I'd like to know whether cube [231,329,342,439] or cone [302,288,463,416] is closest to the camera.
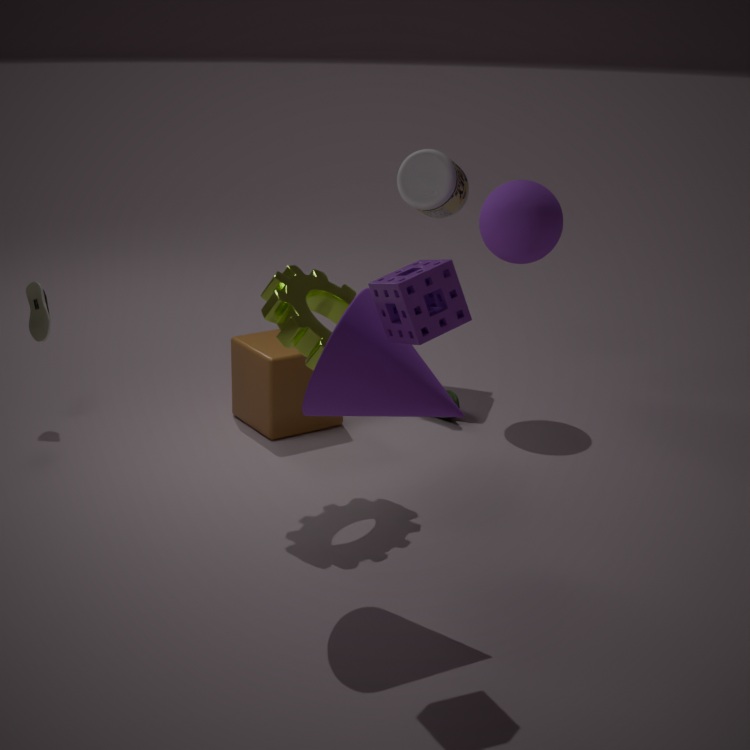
cone [302,288,463,416]
